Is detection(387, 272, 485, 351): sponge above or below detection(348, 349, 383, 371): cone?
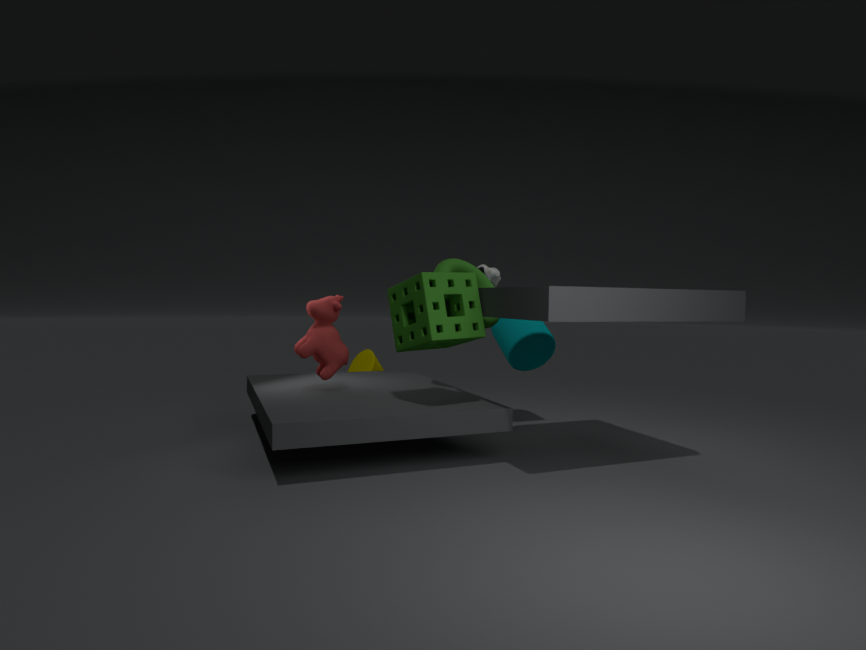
above
